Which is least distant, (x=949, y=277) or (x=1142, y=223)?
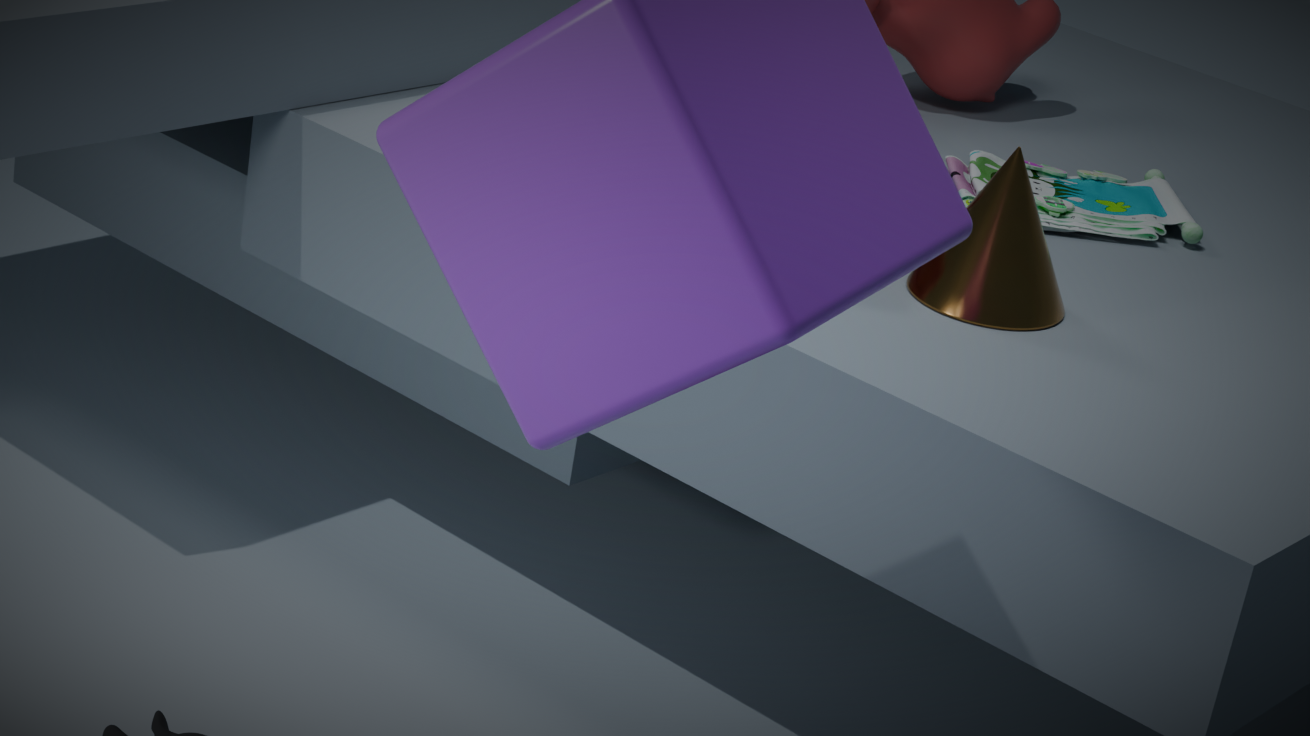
(x=949, y=277)
